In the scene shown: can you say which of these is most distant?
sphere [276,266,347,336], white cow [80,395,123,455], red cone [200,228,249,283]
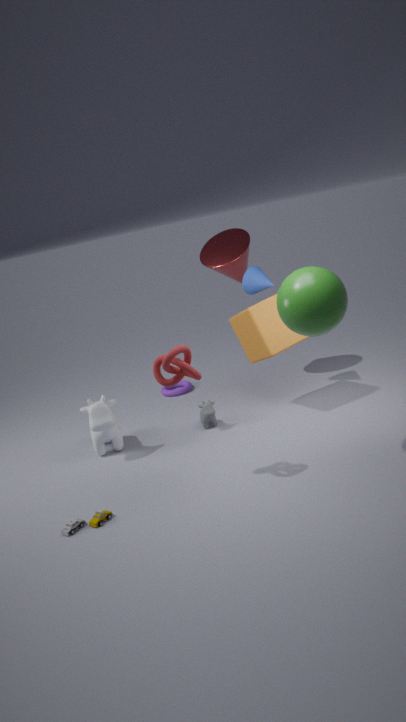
red cone [200,228,249,283]
